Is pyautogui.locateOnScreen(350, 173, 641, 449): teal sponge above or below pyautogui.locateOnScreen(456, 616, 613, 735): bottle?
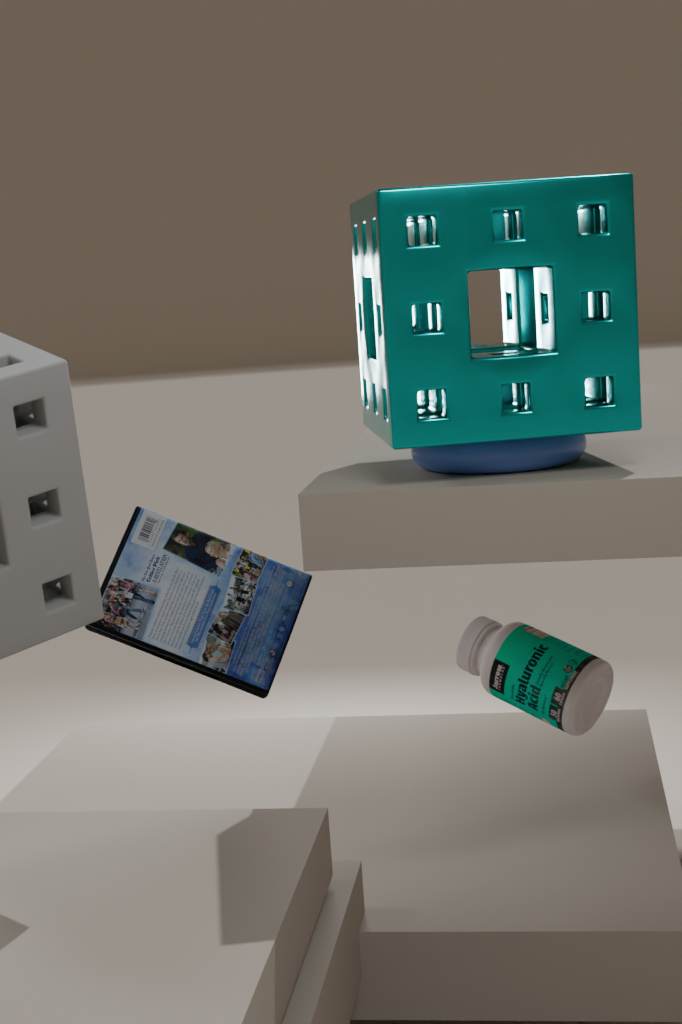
above
